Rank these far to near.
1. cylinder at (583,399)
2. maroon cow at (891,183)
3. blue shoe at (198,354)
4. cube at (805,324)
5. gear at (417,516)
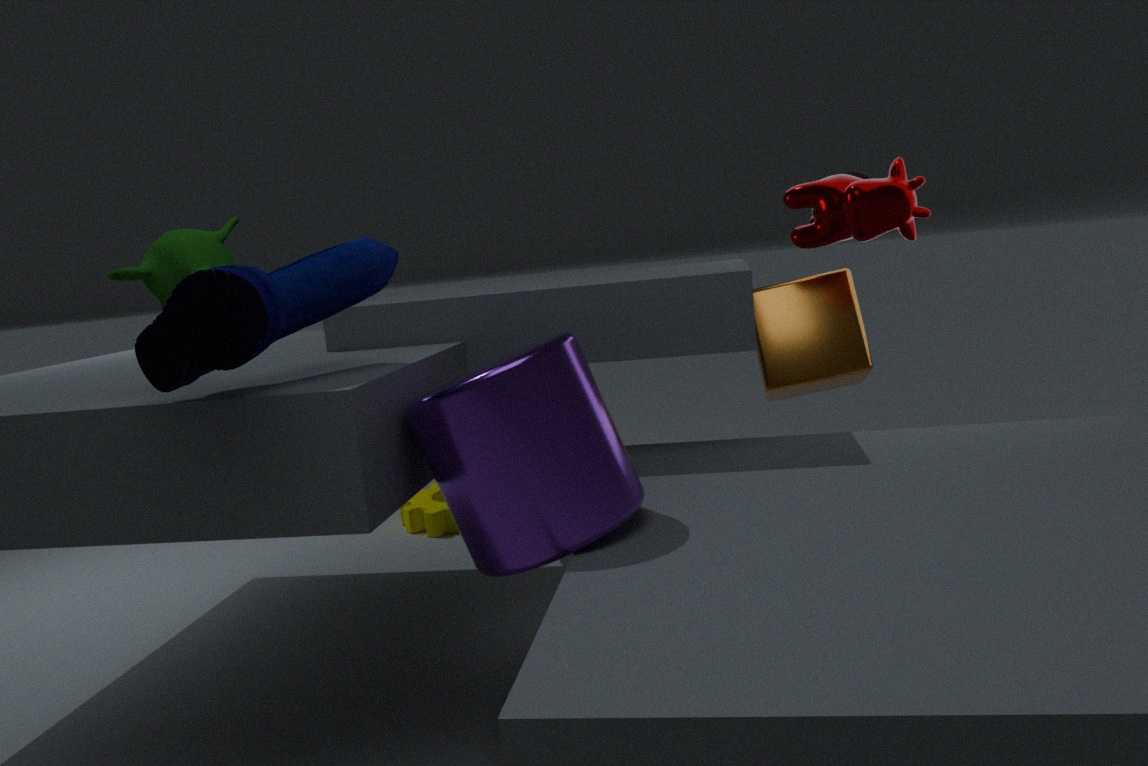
gear at (417,516)
cube at (805,324)
maroon cow at (891,183)
cylinder at (583,399)
blue shoe at (198,354)
